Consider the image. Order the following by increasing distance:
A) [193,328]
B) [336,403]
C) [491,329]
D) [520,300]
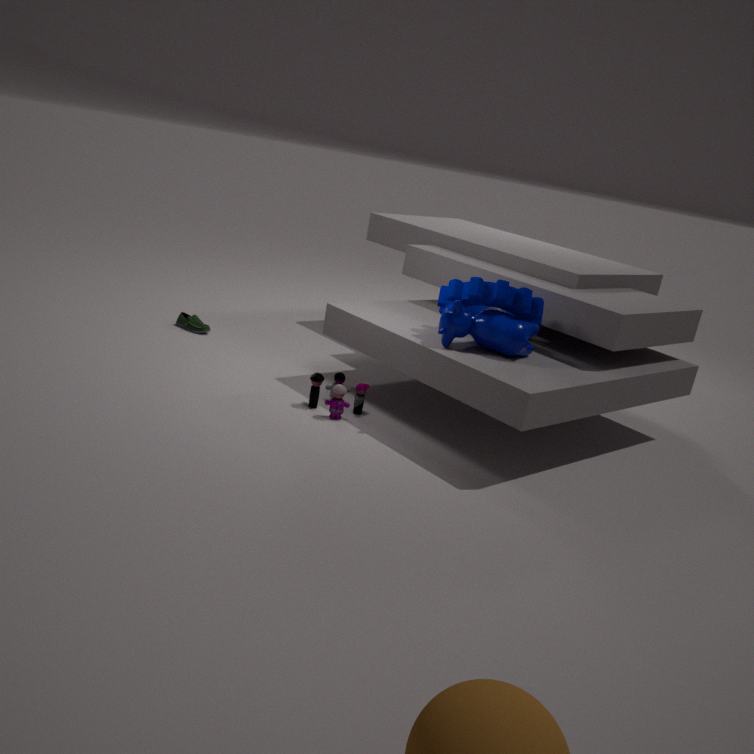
[491,329]
[520,300]
[336,403]
[193,328]
